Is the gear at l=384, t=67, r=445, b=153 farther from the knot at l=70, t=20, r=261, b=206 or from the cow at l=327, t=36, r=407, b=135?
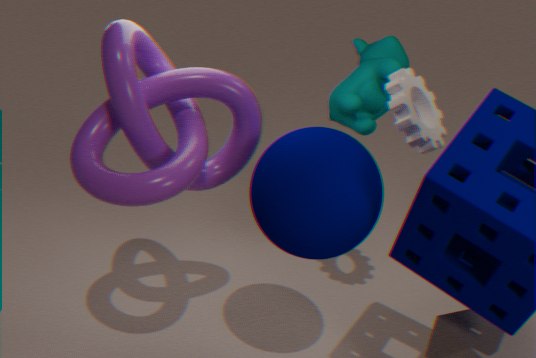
the knot at l=70, t=20, r=261, b=206
